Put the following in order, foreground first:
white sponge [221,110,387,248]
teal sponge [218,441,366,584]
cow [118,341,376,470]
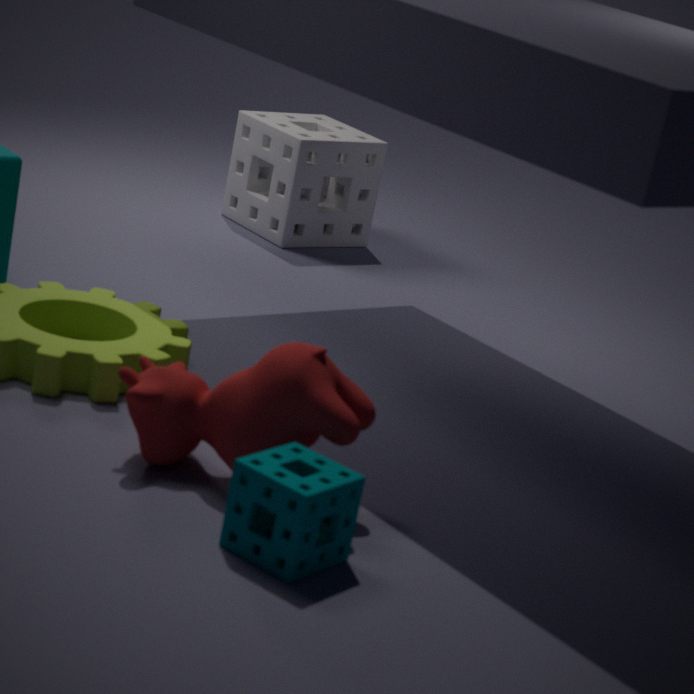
teal sponge [218,441,366,584] < cow [118,341,376,470] < white sponge [221,110,387,248]
